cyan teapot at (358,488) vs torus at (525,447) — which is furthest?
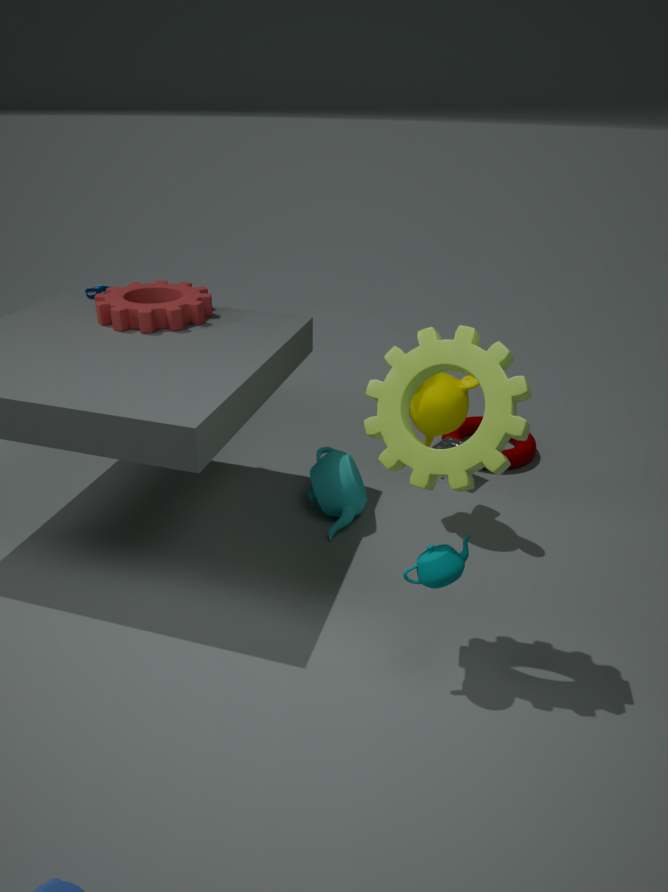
torus at (525,447)
